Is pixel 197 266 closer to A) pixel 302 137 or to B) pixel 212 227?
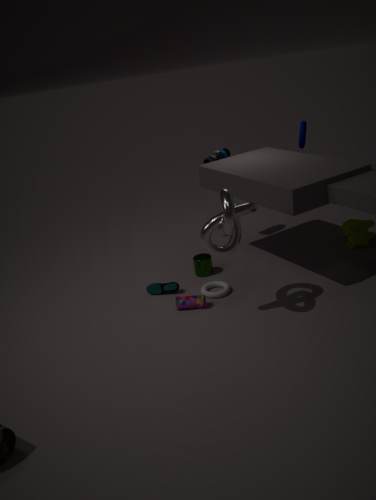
B) pixel 212 227
